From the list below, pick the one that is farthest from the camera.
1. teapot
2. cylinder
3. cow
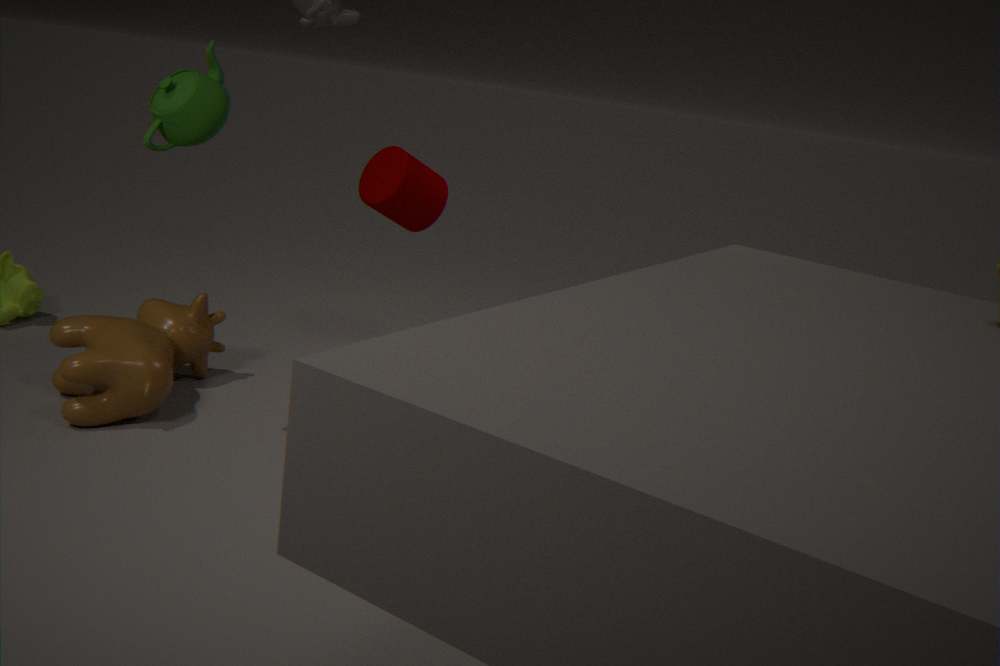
cylinder
